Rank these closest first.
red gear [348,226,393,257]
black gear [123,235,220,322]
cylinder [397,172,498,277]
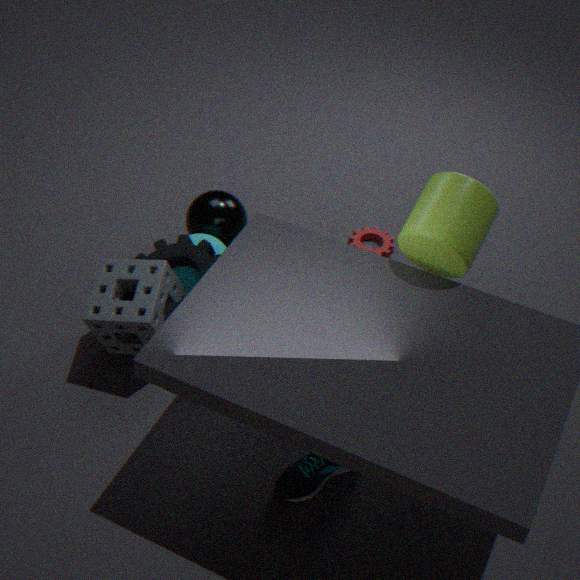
cylinder [397,172,498,277] → black gear [123,235,220,322] → red gear [348,226,393,257]
